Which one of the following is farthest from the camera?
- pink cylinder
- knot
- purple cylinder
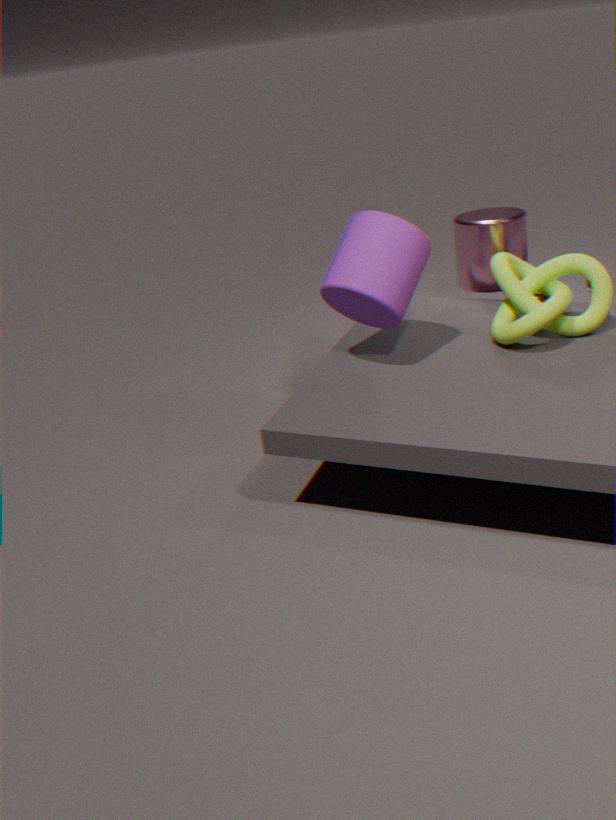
pink cylinder
